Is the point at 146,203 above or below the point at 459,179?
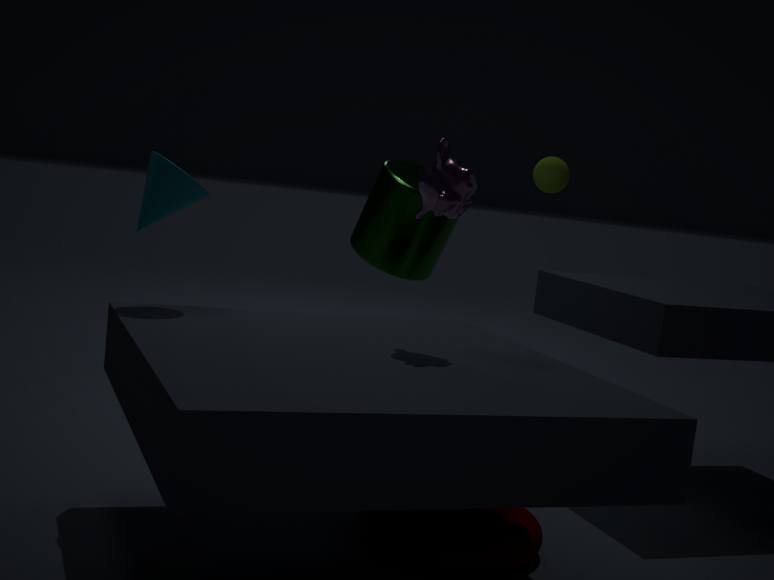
below
